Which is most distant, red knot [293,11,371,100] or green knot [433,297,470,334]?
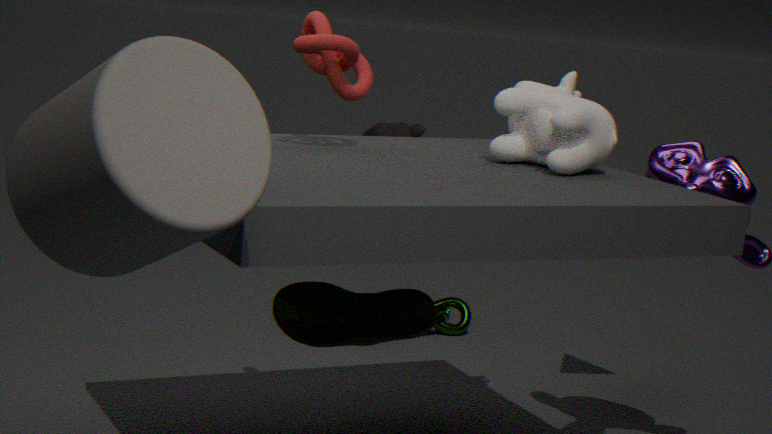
green knot [433,297,470,334]
